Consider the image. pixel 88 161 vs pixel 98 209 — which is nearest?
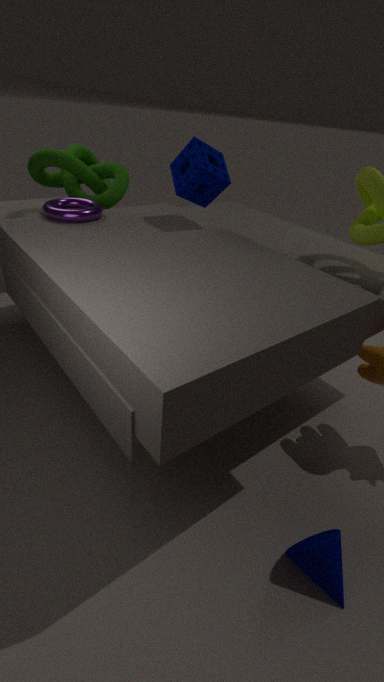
pixel 98 209
